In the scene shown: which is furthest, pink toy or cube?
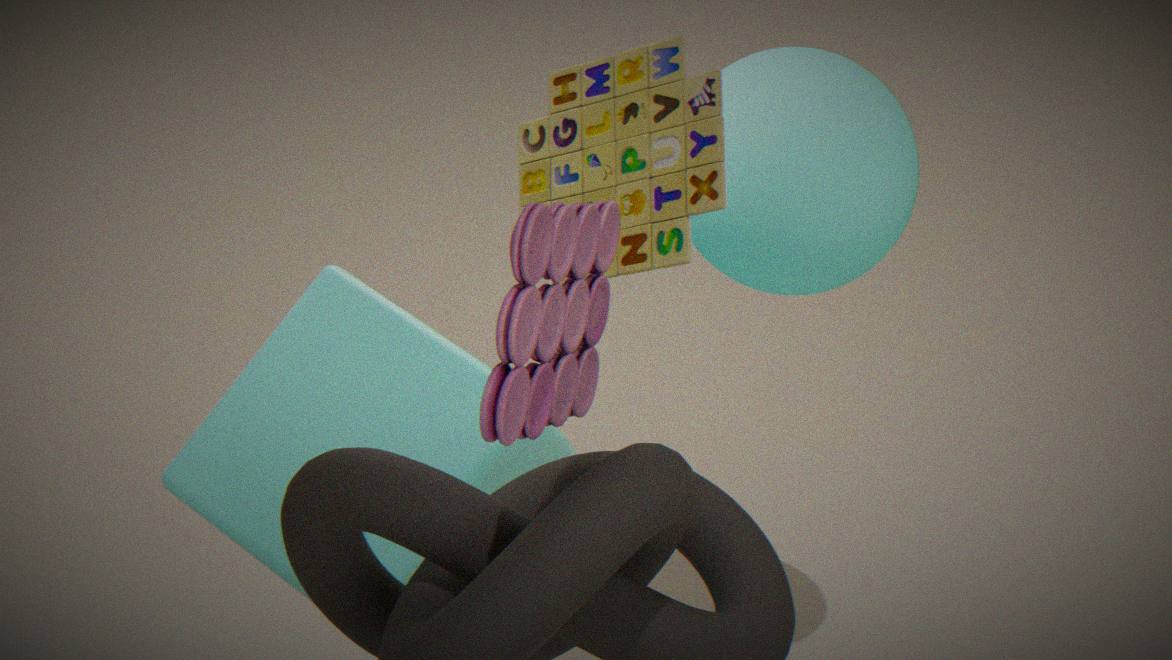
cube
